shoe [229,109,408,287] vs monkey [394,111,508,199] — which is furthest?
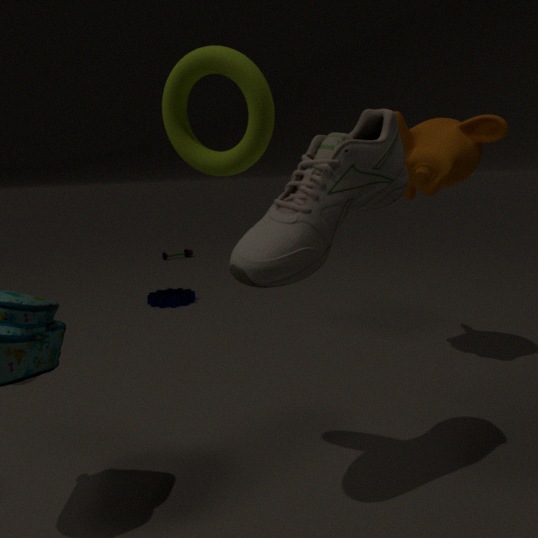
monkey [394,111,508,199]
